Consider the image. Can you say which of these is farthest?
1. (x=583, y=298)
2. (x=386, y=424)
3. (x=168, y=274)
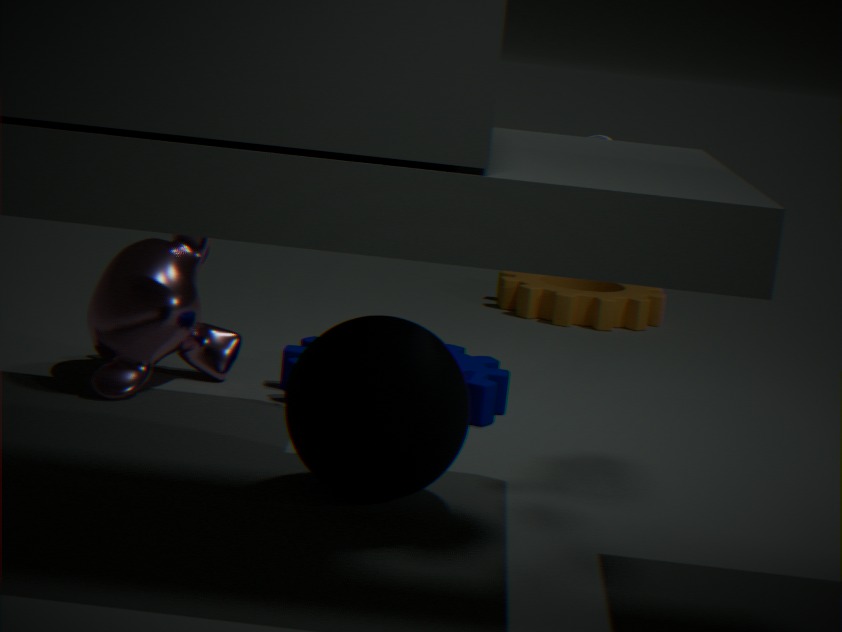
(x=583, y=298)
